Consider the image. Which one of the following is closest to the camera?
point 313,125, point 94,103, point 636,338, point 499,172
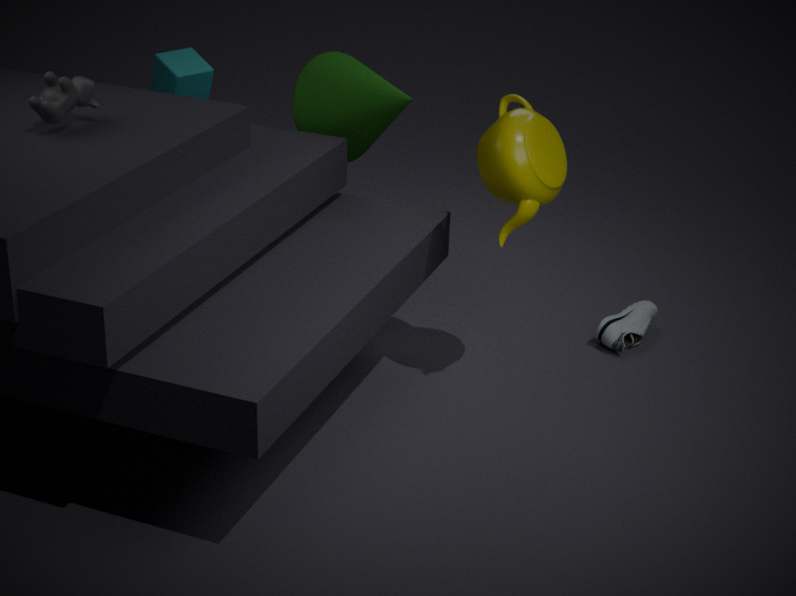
point 499,172
